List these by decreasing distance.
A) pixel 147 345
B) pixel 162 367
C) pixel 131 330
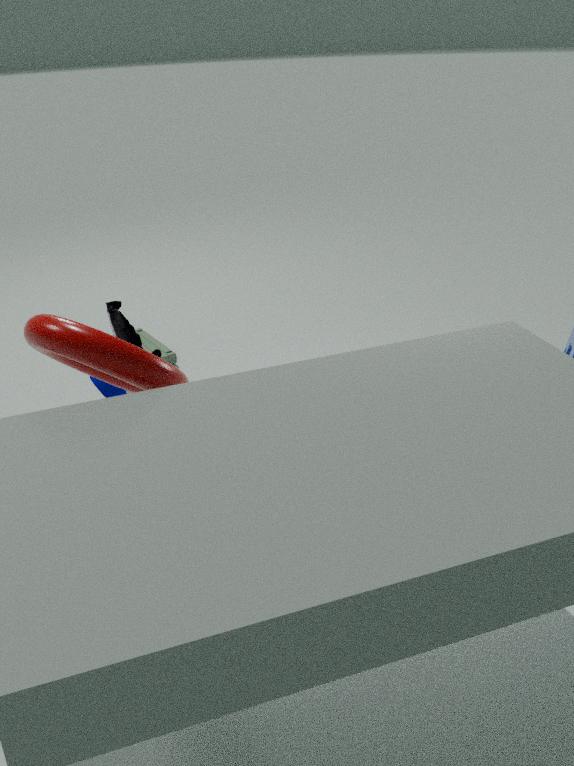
1. pixel 147 345
2. pixel 131 330
3. pixel 162 367
